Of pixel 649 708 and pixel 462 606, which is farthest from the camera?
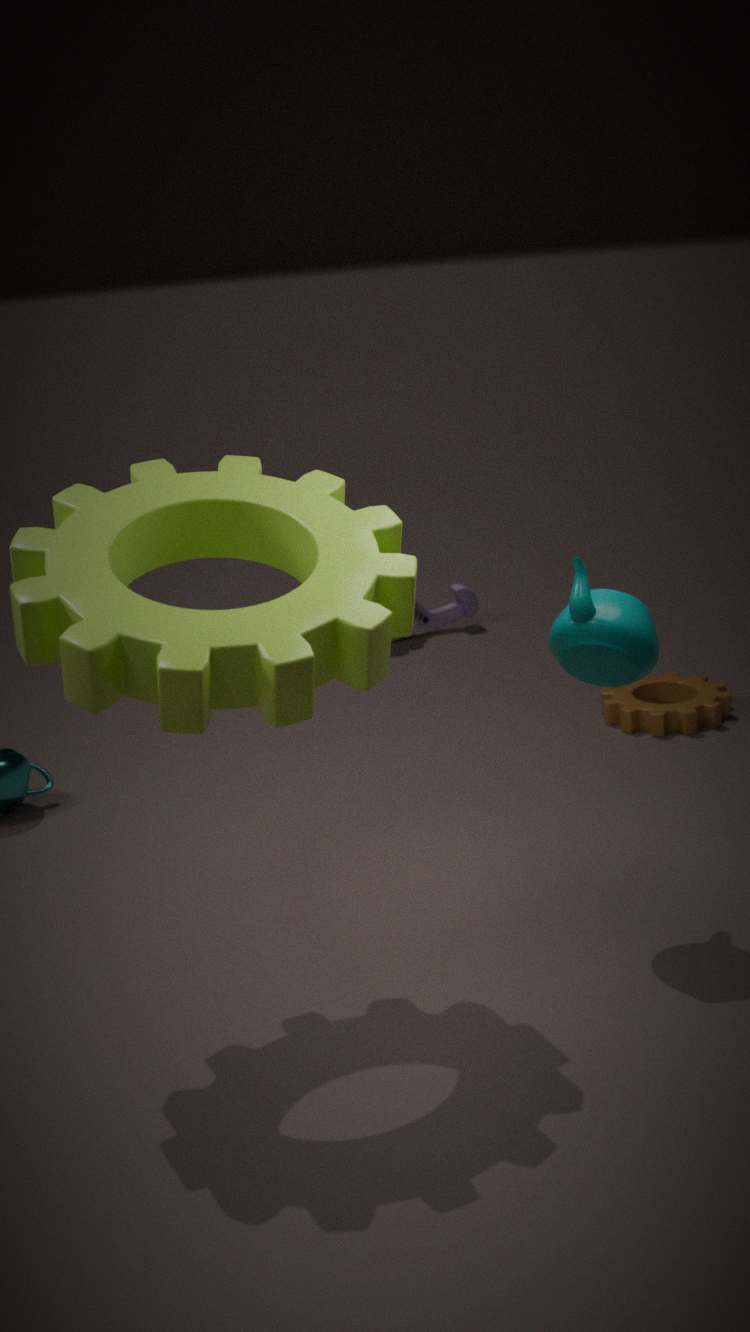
pixel 462 606
